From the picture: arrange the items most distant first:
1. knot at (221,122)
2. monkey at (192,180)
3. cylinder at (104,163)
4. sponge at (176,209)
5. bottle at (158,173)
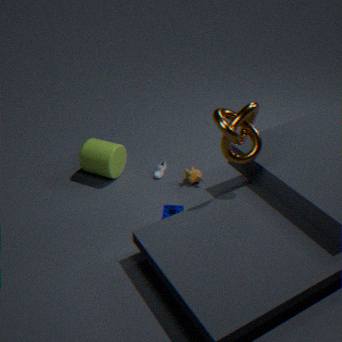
1. bottle at (158,173)
2. monkey at (192,180)
3. cylinder at (104,163)
4. sponge at (176,209)
5. knot at (221,122)
